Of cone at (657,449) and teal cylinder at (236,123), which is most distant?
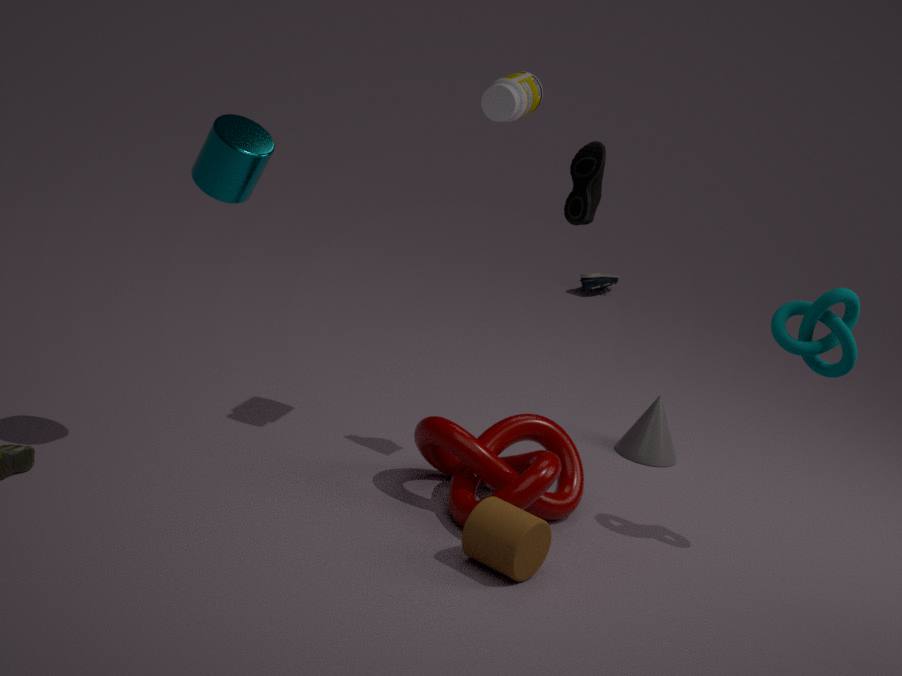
cone at (657,449)
